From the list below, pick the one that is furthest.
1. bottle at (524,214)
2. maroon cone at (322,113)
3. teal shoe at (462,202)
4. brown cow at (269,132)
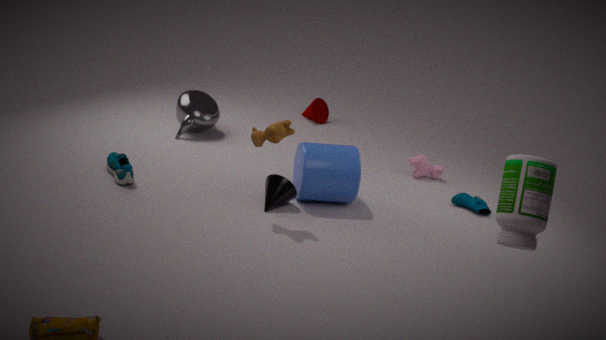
maroon cone at (322,113)
